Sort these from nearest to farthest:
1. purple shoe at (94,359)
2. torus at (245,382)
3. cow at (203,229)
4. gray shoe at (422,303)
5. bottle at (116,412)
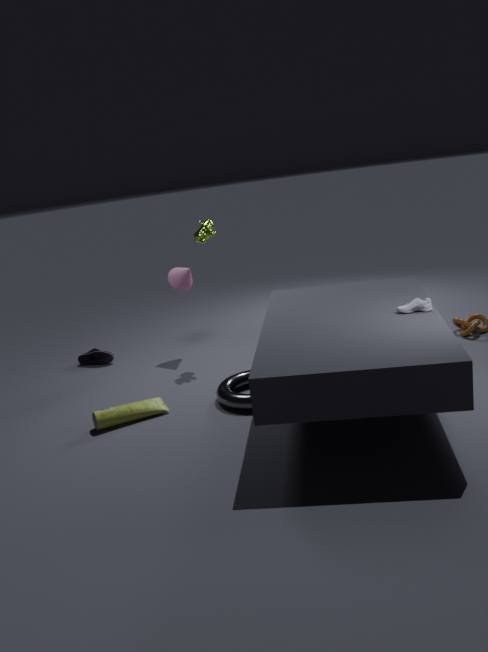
gray shoe at (422,303) → torus at (245,382) → bottle at (116,412) → cow at (203,229) → purple shoe at (94,359)
